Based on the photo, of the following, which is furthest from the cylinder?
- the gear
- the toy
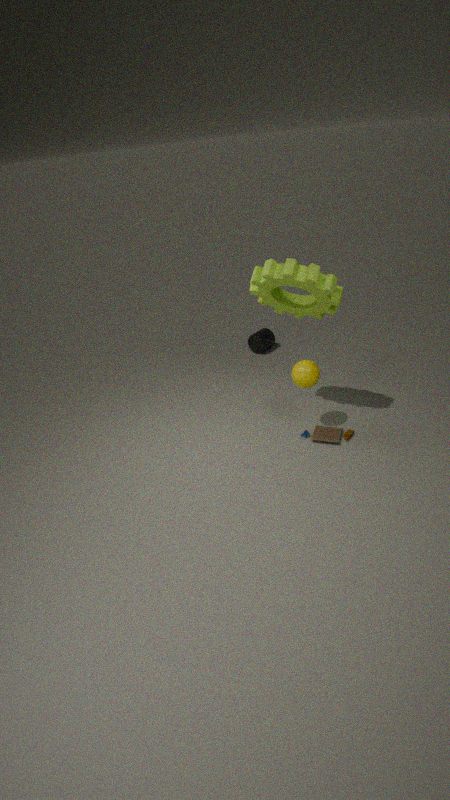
the toy
